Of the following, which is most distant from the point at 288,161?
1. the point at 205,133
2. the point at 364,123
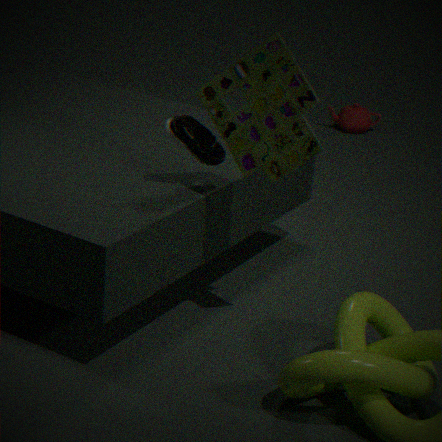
the point at 364,123
